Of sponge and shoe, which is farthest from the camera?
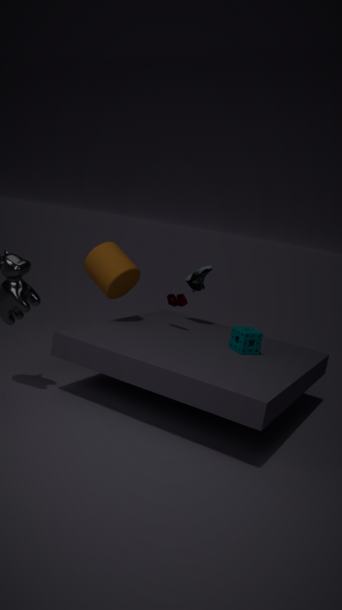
shoe
